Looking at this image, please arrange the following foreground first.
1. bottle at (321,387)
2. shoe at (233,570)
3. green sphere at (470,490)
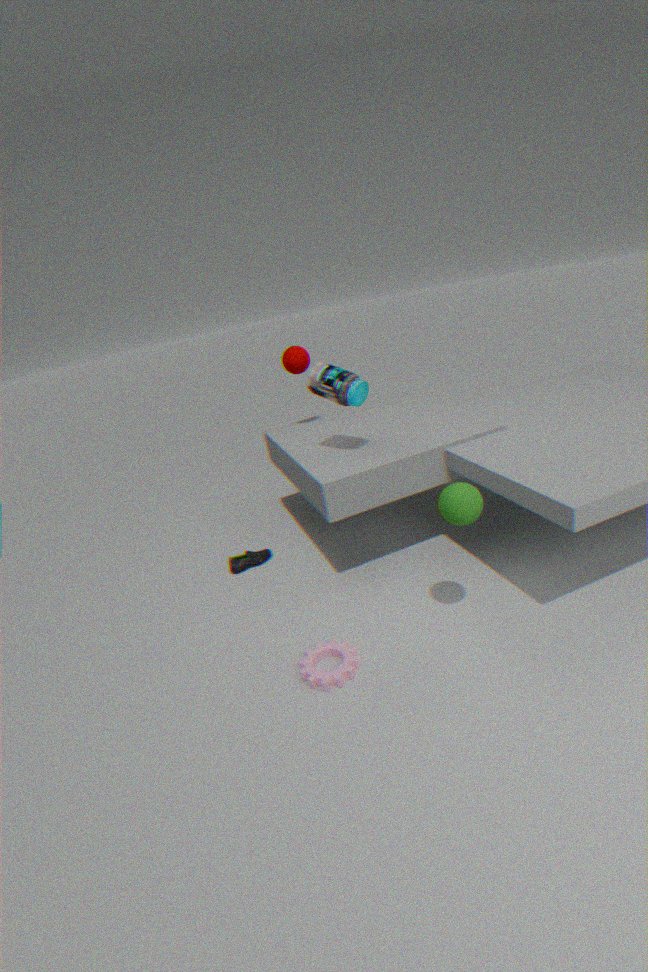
green sphere at (470,490), bottle at (321,387), shoe at (233,570)
